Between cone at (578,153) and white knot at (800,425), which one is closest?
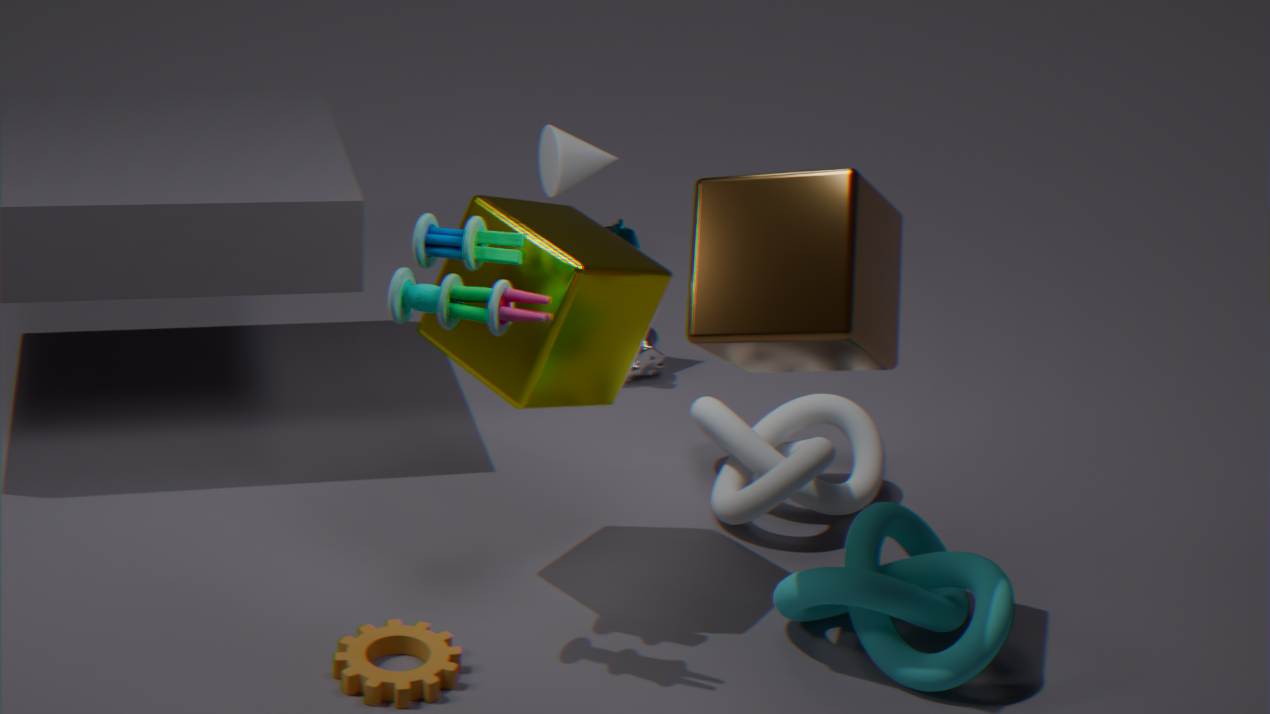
→ white knot at (800,425)
